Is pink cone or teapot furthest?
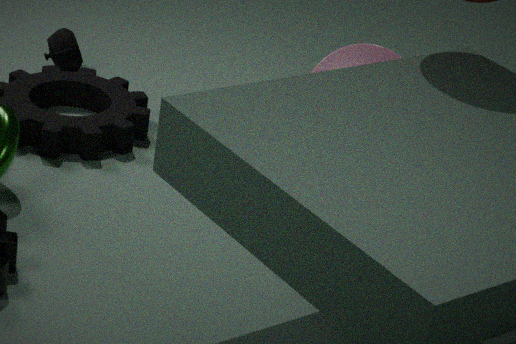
teapot
